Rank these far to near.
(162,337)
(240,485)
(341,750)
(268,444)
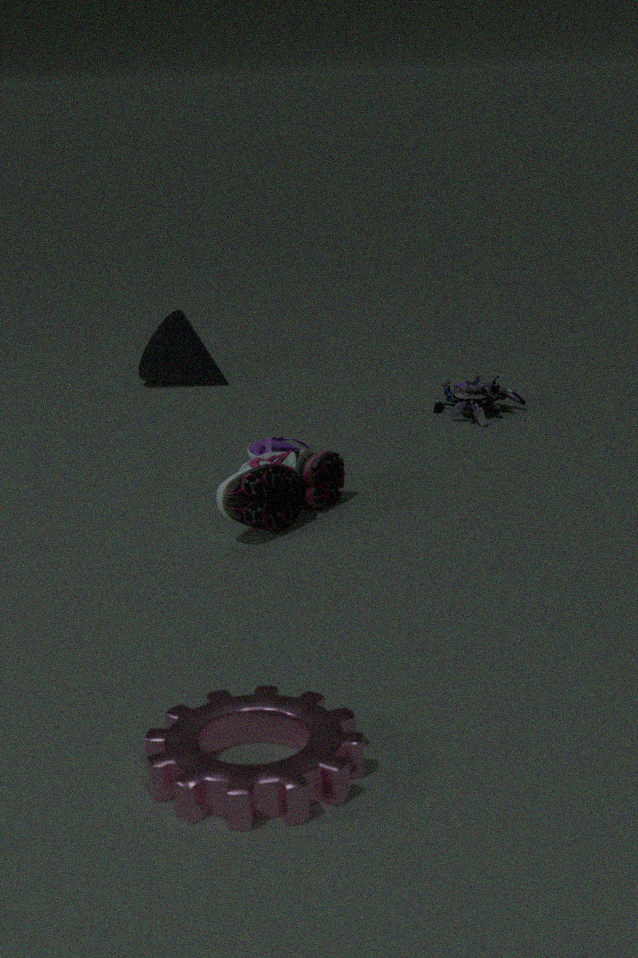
(162,337) → (268,444) → (240,485) → (341,750)
